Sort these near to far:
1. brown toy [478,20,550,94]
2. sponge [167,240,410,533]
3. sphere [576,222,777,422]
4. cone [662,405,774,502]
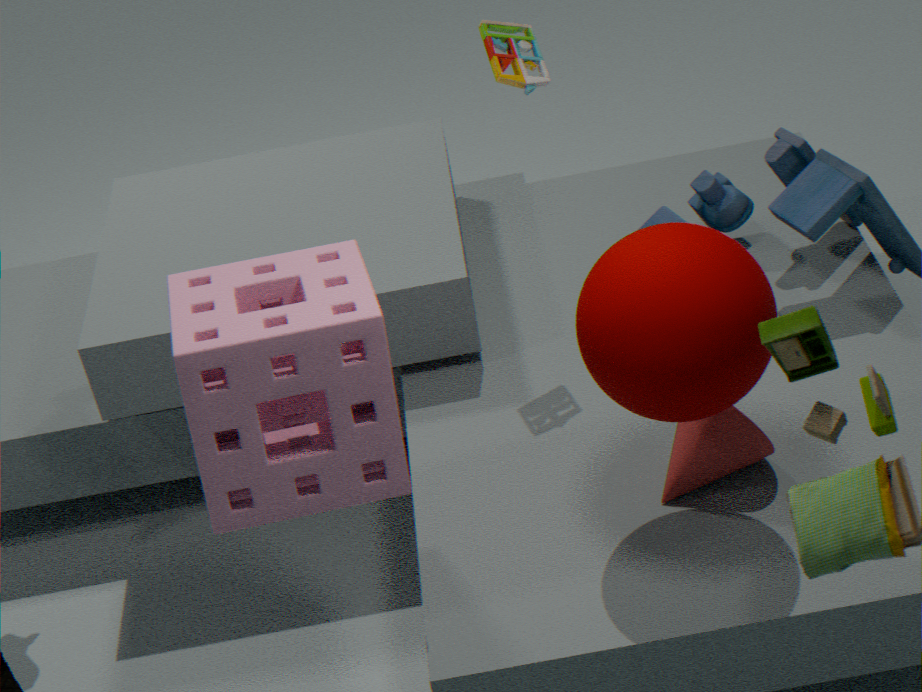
sponge [167,240,410,533] < sphere [576,222,777,422] < cone [662,405,774,502] < brown toy [478,20,550,94]
